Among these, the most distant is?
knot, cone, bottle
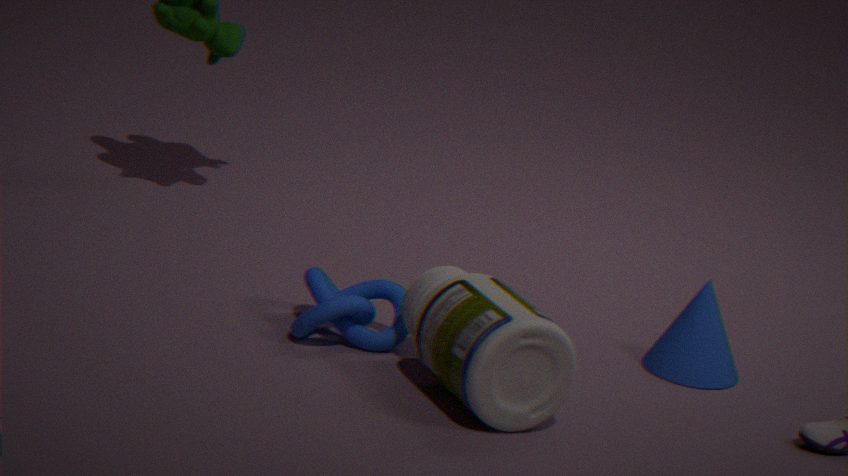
cone
